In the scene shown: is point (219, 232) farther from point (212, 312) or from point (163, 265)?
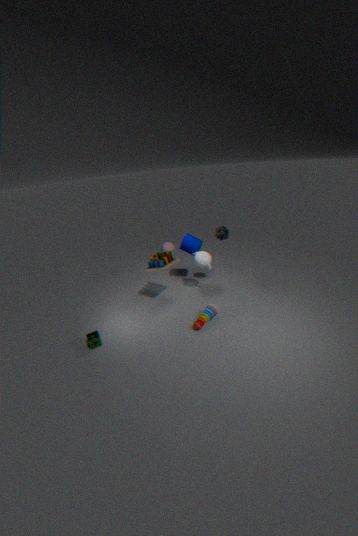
point (212, 312)
